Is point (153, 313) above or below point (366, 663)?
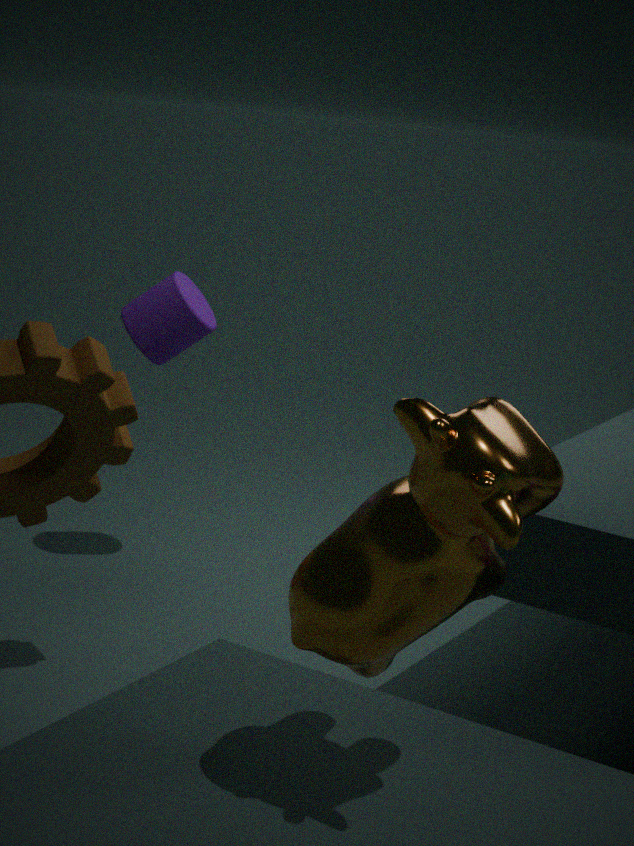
below
